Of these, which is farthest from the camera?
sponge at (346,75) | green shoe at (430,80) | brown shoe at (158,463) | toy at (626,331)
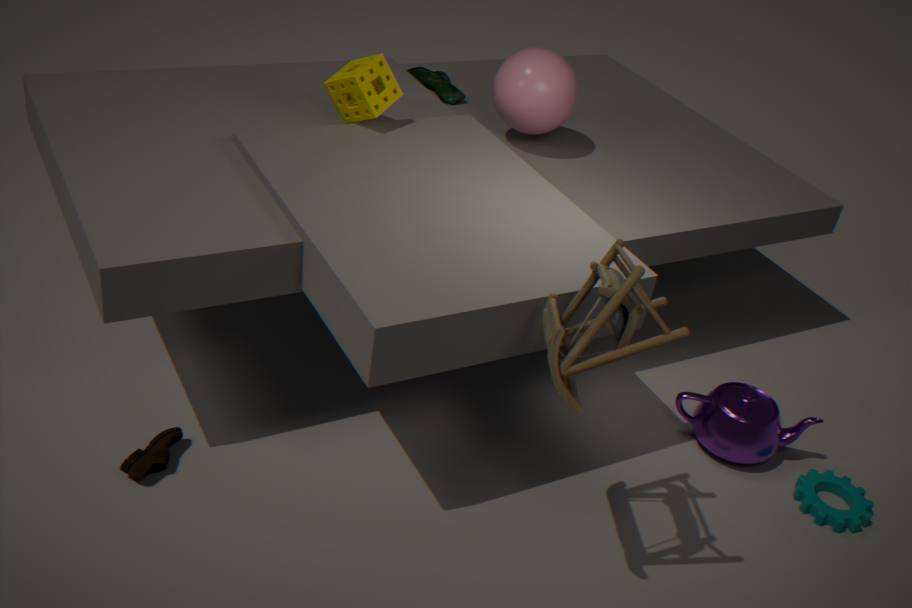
green shoe at (430,80)
